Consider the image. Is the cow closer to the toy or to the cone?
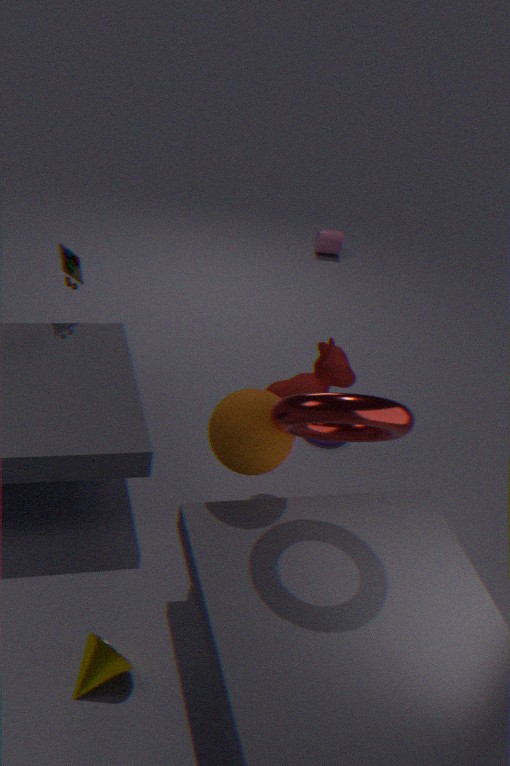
the toy
